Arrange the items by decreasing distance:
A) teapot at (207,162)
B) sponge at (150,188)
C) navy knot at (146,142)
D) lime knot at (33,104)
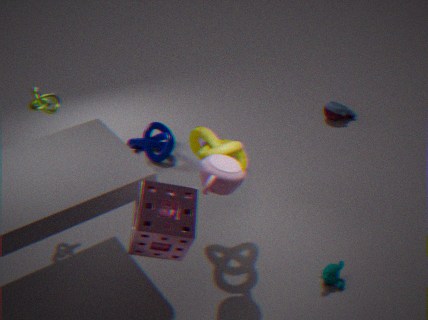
navy knot at (146,142)
lime knot at (33,104)
teapot at (207,162)
sponge at (150,188)
